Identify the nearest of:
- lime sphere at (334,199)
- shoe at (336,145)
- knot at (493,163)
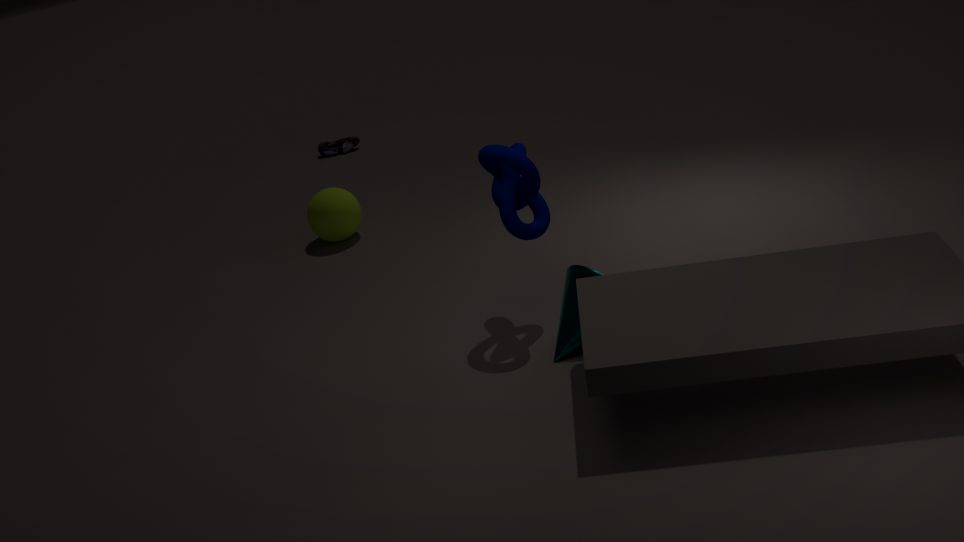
knot at (493,163)
